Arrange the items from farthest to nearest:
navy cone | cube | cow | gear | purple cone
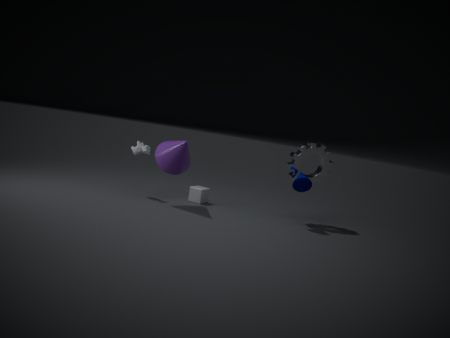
cube < cow < gear < navy cone < purple cone
